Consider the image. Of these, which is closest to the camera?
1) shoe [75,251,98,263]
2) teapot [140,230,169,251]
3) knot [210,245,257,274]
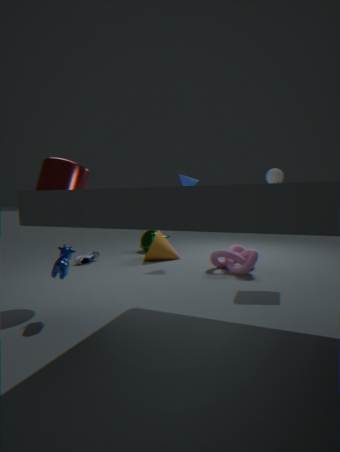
3. knot [210,245,257,274]
